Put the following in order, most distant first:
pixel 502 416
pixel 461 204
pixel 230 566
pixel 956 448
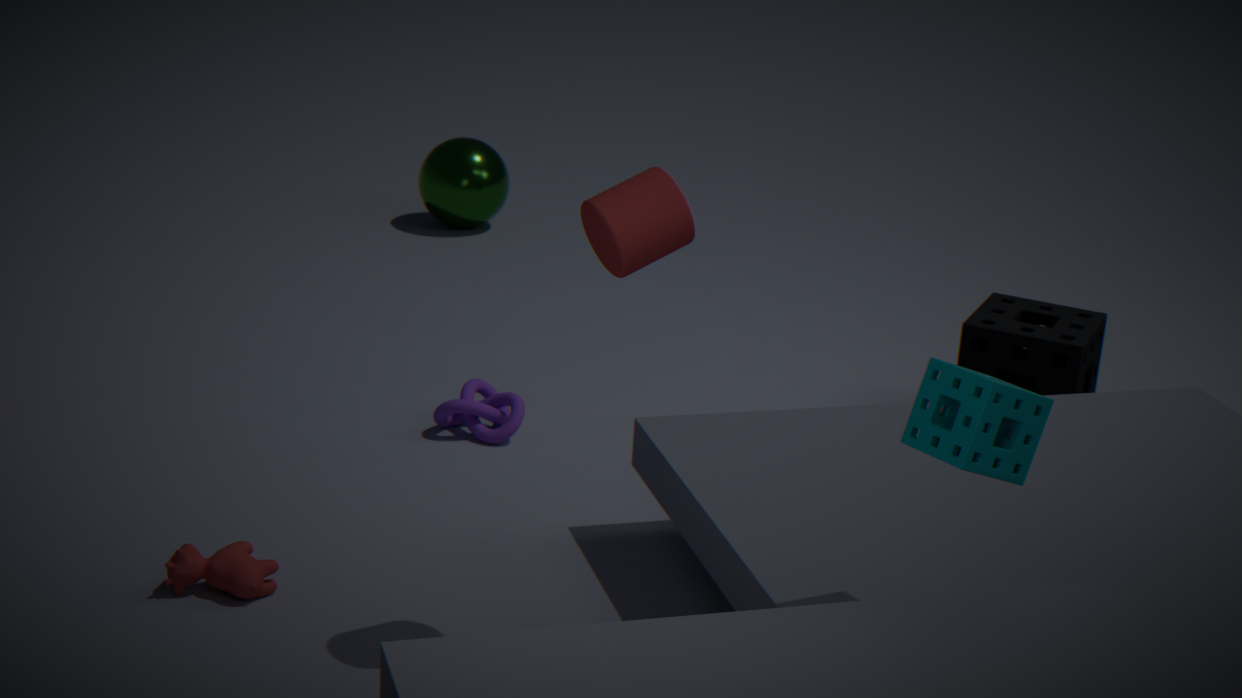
pixel 461 204 → pixel 502 416 → pixel 230 566 → pixel 956 448
